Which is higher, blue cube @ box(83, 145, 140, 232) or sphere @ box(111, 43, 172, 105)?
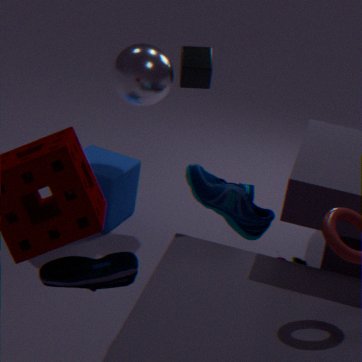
sphere @ box(111, 43, 172, 105)
